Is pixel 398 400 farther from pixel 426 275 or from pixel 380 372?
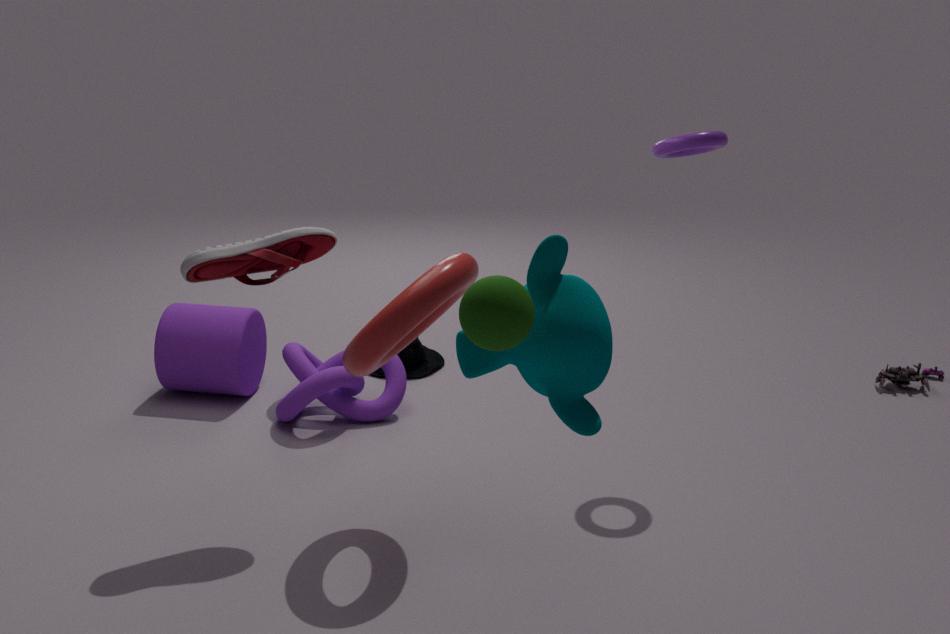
pixel 426 275
